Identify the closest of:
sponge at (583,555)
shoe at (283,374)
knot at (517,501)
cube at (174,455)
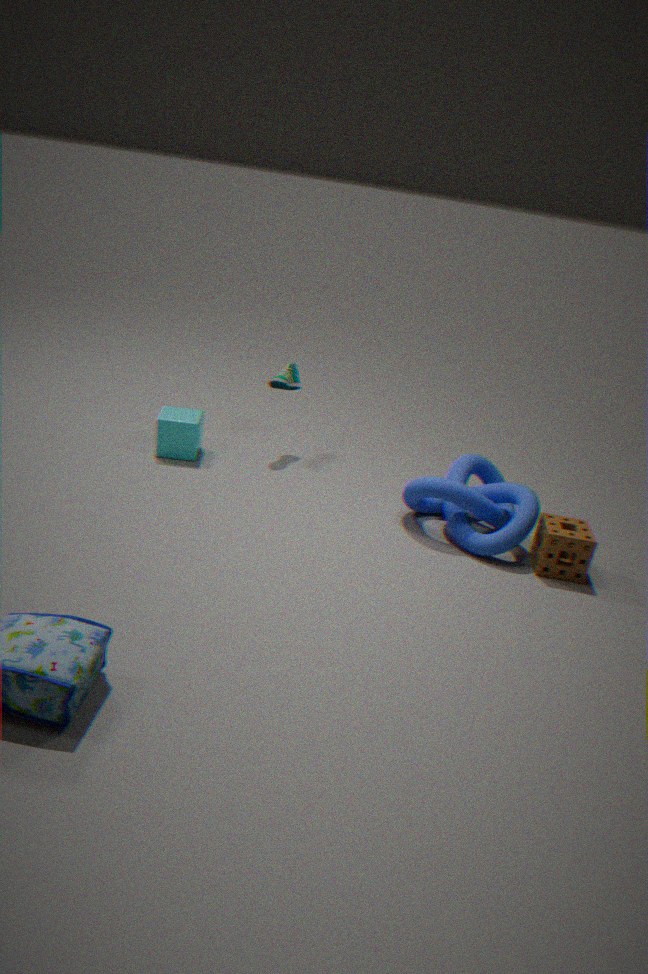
sponge at (583,555)
